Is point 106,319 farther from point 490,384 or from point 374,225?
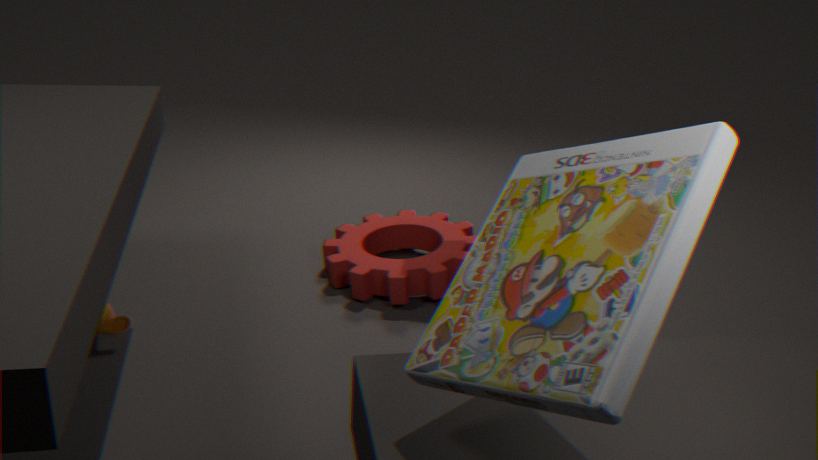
point 490,384
